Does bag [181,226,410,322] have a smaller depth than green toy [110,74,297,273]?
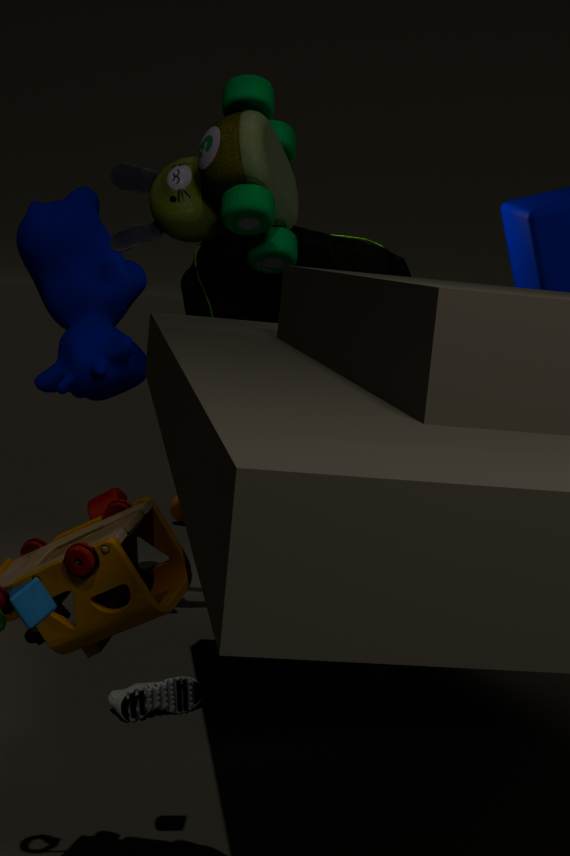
No
